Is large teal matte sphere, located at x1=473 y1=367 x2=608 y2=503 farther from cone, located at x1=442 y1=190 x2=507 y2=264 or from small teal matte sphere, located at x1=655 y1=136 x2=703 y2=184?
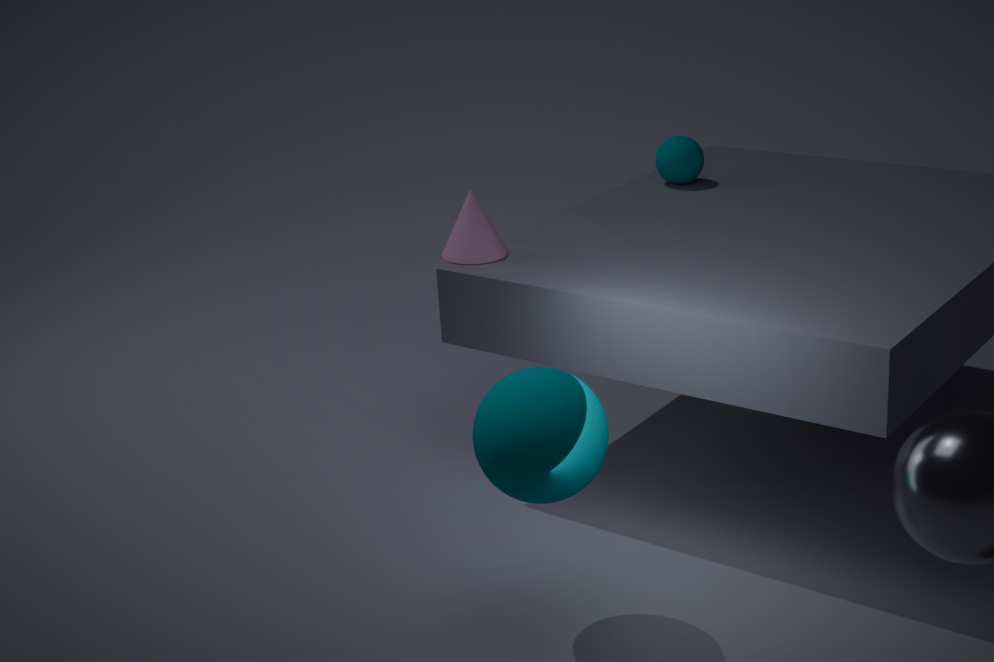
small teal matte sphere, located at x1=655 y1=136 x2=703 y2=184
